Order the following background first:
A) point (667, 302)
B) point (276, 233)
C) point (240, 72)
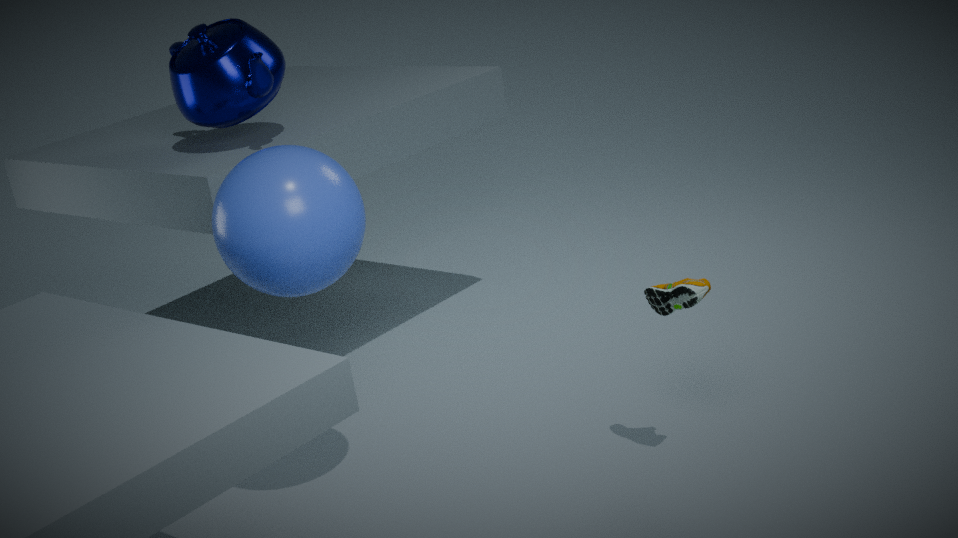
point (240, 72)
point (667, 302)
point (276, 233)
